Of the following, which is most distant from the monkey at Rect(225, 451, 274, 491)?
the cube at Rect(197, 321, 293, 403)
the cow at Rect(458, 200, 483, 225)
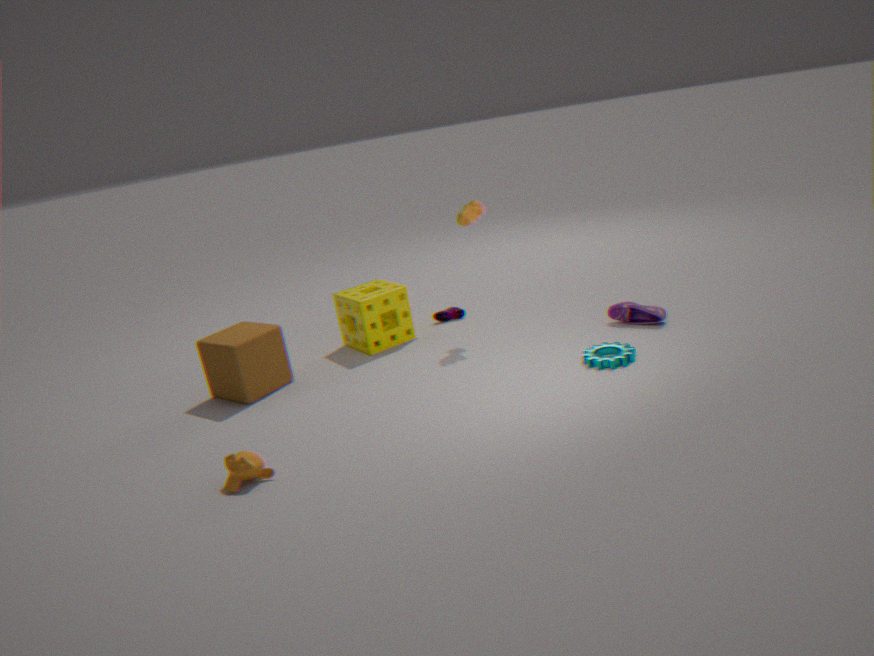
the cow at Rect(458, 200, 483, 225)
